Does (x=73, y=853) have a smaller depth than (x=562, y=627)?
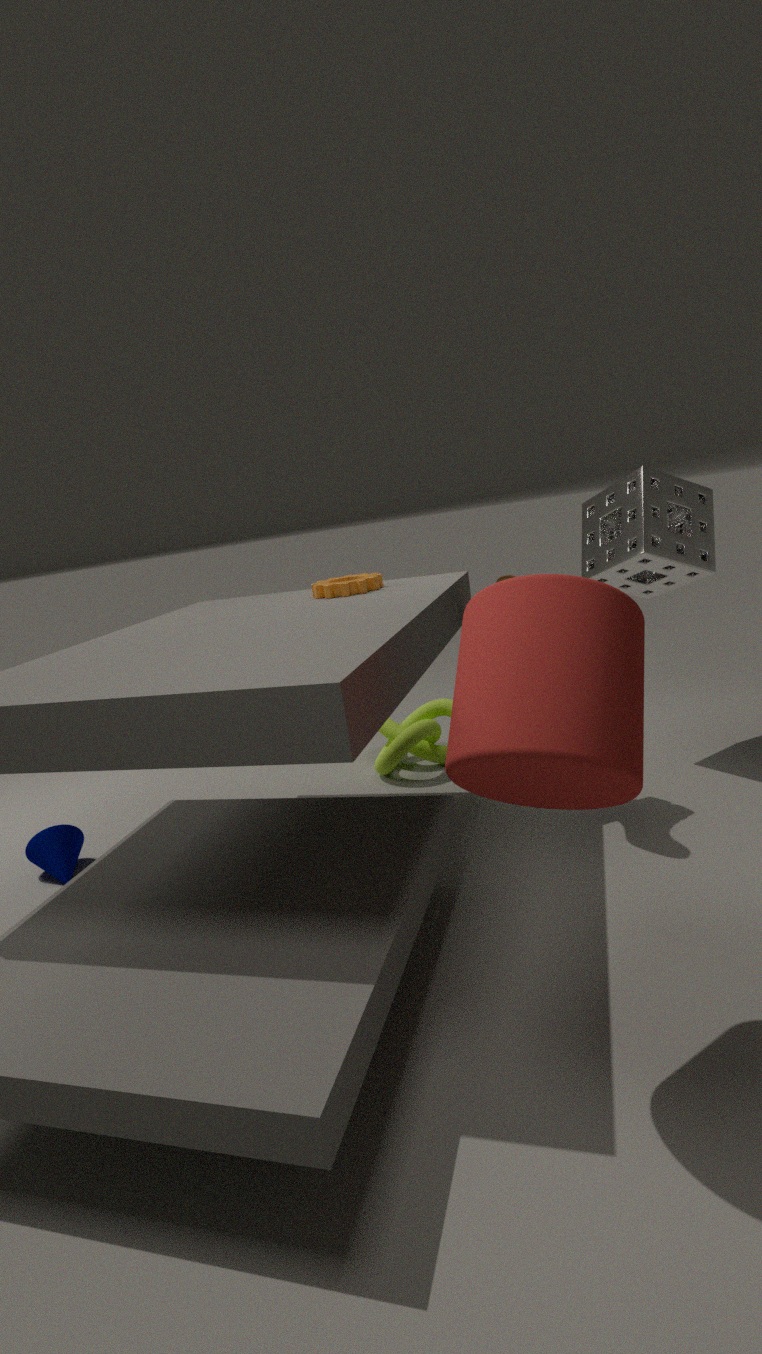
No
